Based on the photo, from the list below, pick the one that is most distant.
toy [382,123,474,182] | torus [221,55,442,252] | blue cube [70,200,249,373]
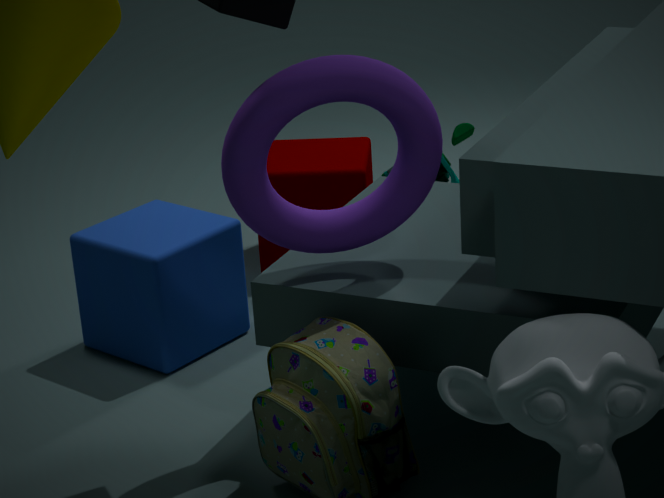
toy [382,123,474,182]
